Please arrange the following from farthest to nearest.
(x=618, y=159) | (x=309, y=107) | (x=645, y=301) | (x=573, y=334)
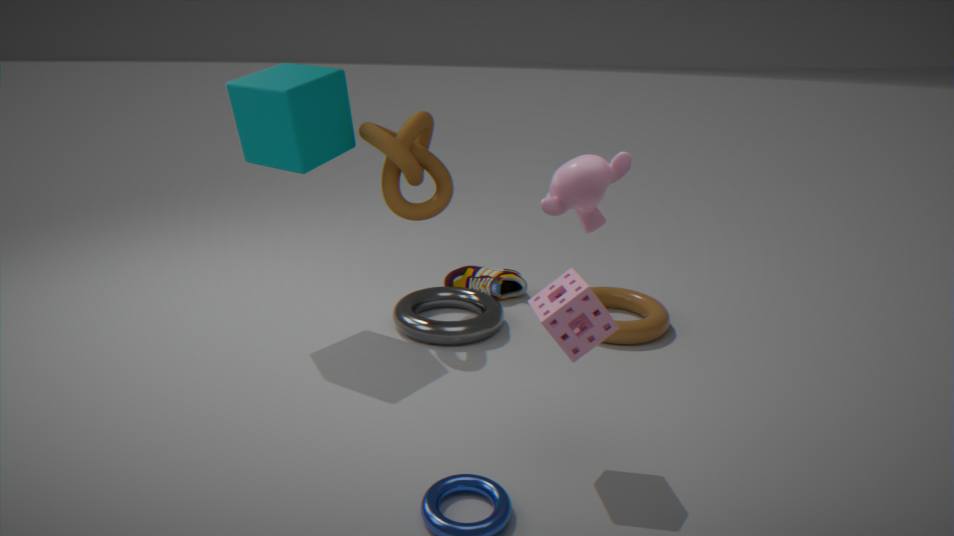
1. (x=645, y=301)
2. (x=309, y=107)
3. (x=573, y=334)
4. (x=618, y=159)
